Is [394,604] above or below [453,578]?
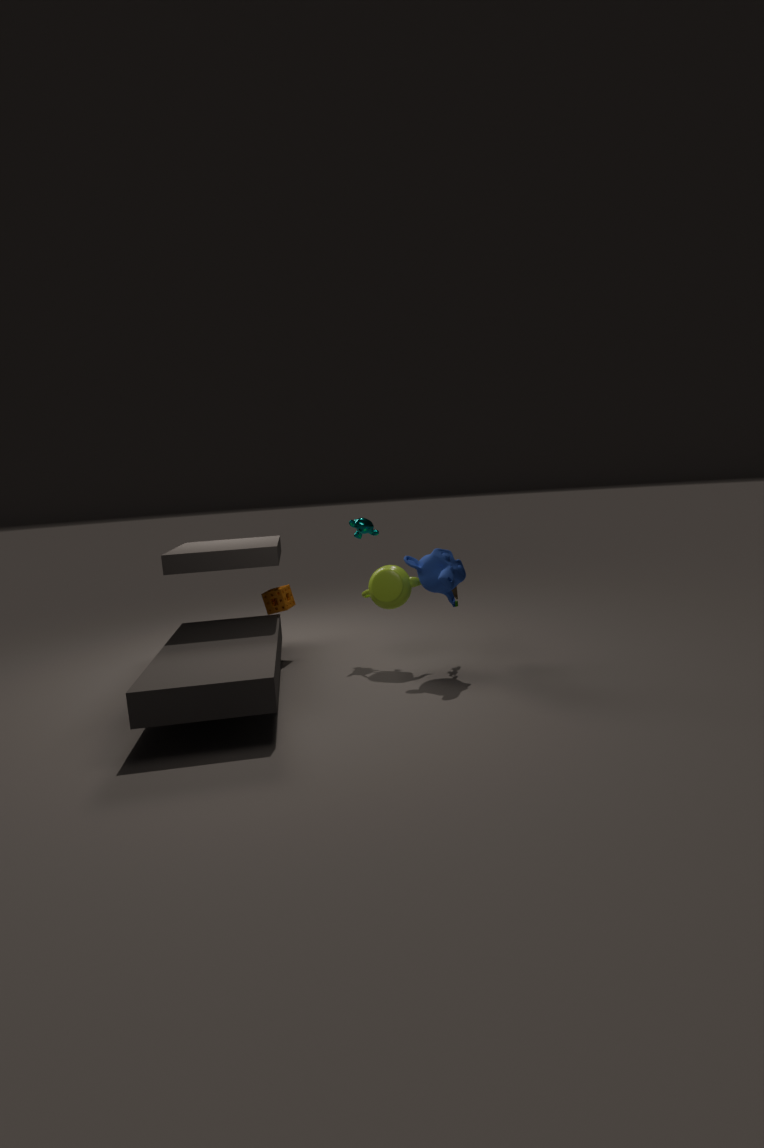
below
